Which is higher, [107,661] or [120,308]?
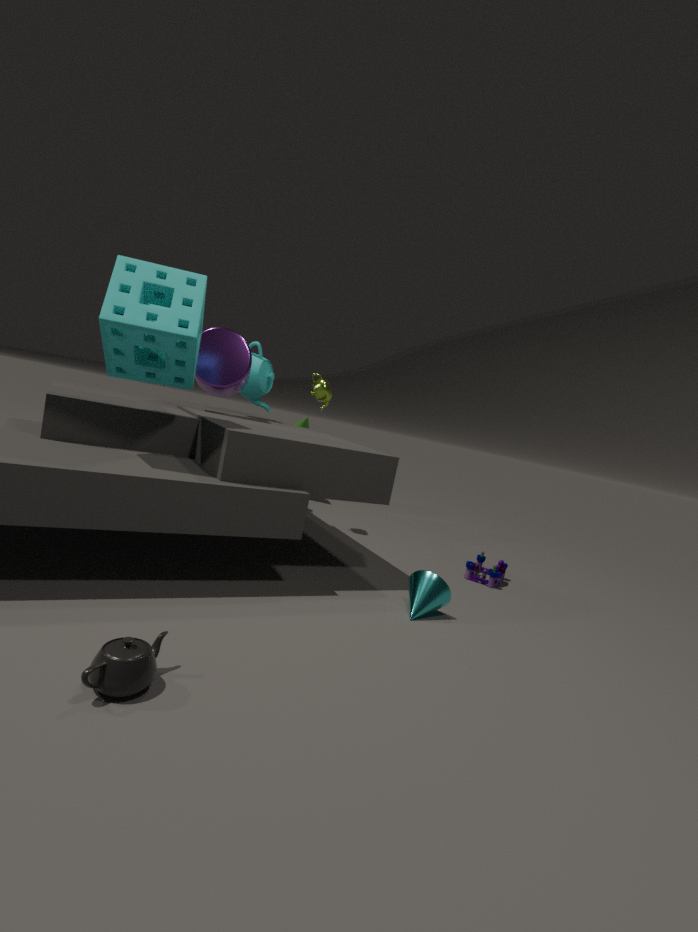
[120,308]
